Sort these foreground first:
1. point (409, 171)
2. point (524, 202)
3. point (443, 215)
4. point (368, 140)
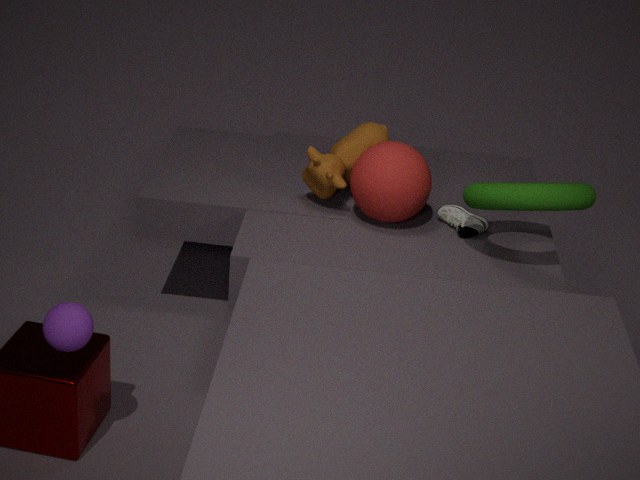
point (524, 202)
point (409, 171)
point (443, 215)
point (368, 140)
